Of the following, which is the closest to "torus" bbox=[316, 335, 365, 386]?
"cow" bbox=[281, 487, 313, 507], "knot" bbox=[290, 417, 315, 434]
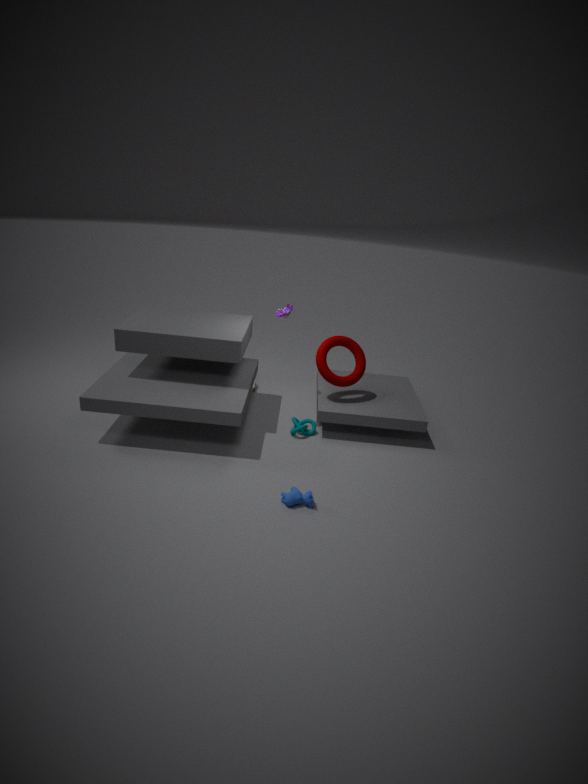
"knot" bbox=[290, 417, 315, 434]
